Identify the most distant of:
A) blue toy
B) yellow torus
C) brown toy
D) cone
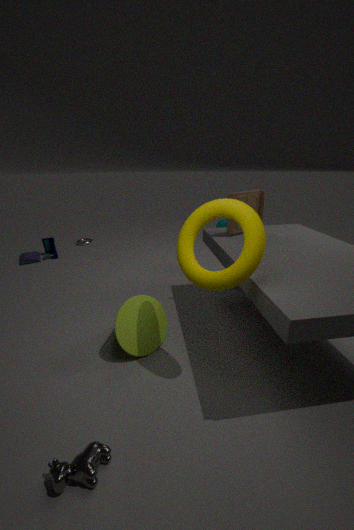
blue toy
